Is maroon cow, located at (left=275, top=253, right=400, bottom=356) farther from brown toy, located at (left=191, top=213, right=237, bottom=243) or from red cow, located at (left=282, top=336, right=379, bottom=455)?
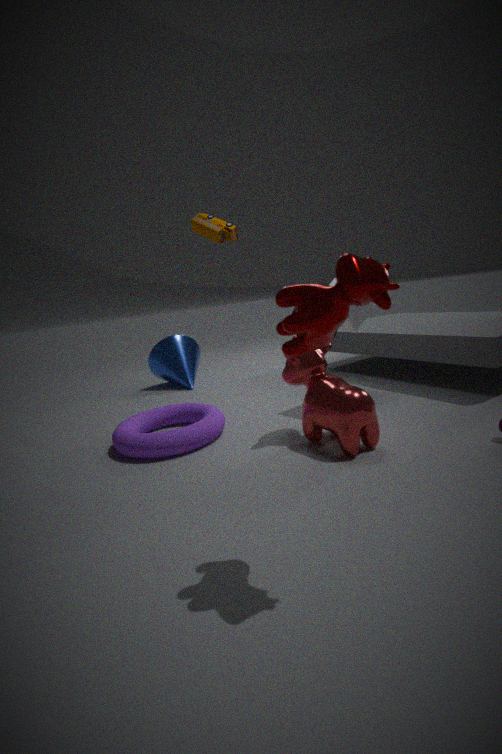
brown toy, located at (left=191, top=213, right=237, bottom=243)
